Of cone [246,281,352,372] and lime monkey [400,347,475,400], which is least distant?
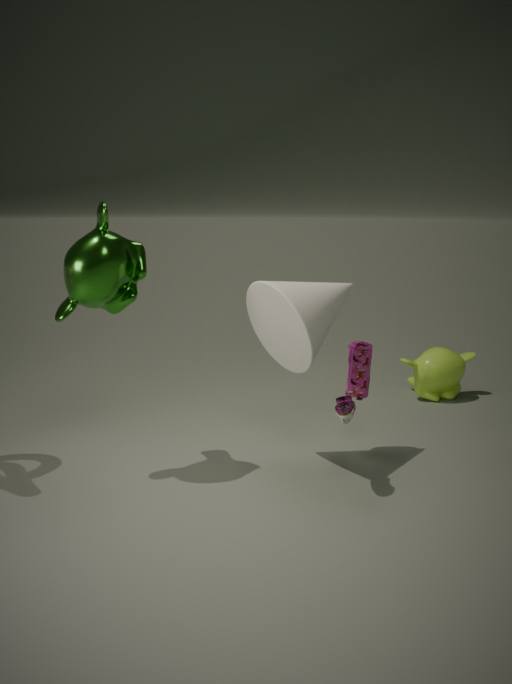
cone [246,281,352,372]
